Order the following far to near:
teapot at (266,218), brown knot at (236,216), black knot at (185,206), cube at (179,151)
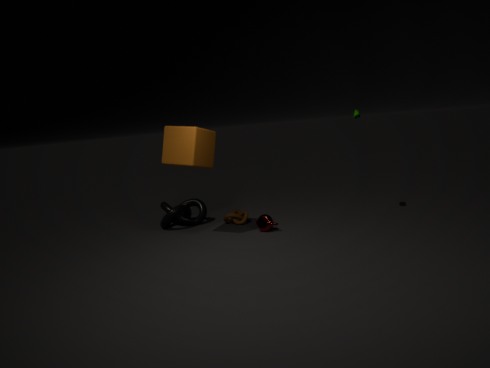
brown knot at (236,216)
black knot at (185,206)
teapot at (266,218)
cube at (179,151)
